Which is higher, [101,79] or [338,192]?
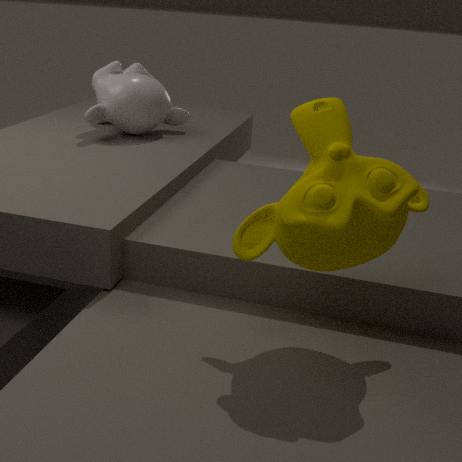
[338,192]
